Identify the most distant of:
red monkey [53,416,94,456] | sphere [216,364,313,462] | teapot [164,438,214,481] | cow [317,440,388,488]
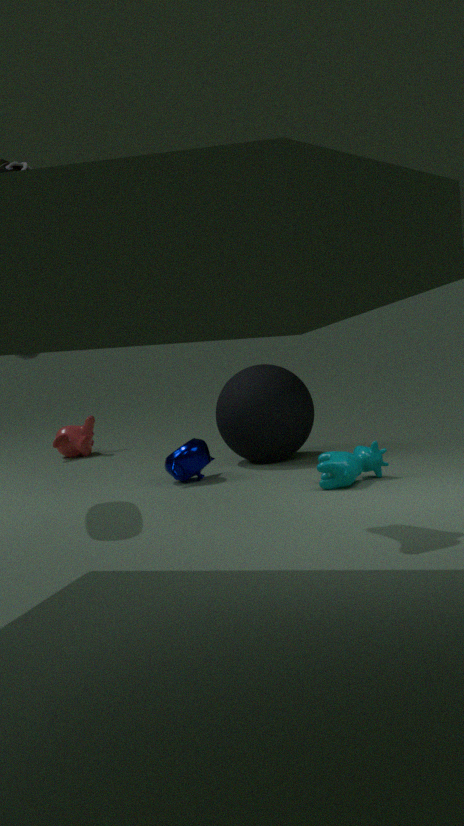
red monkey [53,416,94,456]
